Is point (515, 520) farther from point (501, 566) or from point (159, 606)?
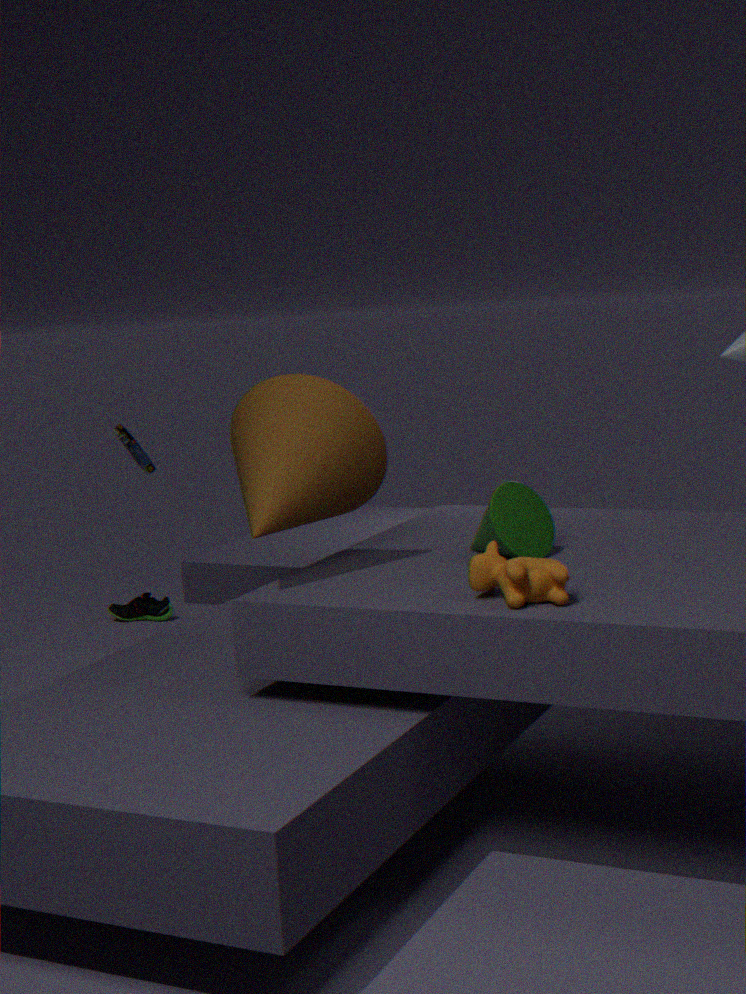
point (159, 606)
